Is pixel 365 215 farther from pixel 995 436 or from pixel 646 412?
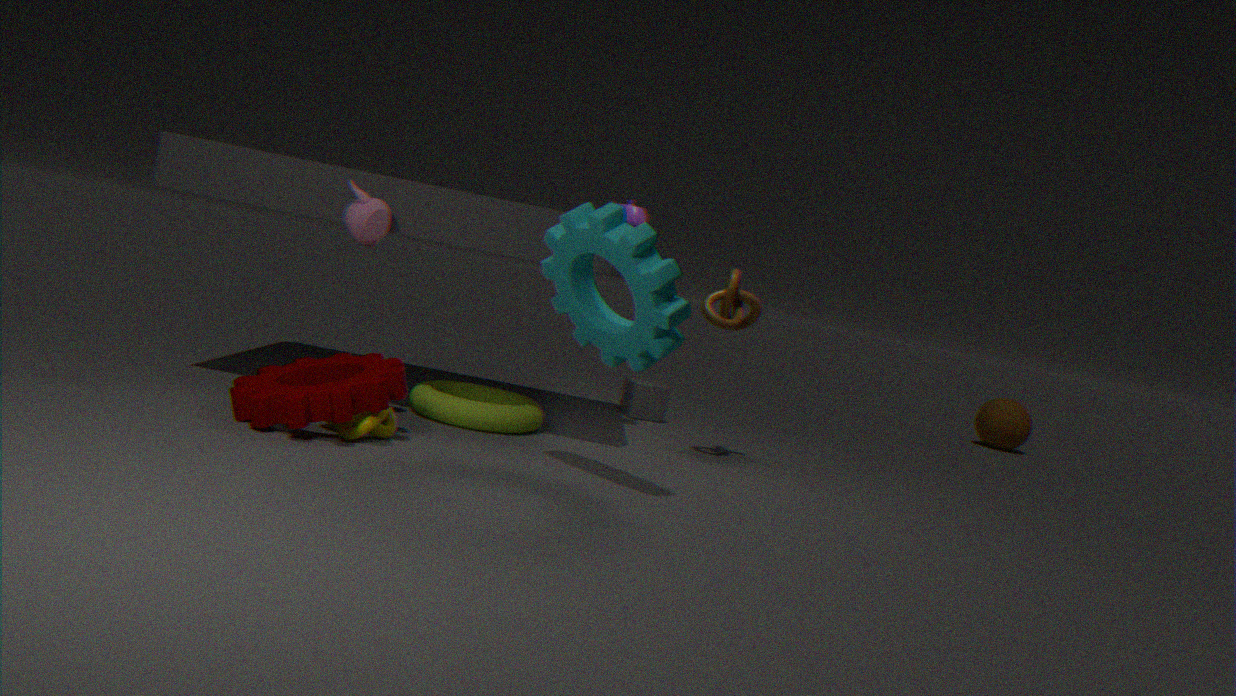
pixel 995 436
